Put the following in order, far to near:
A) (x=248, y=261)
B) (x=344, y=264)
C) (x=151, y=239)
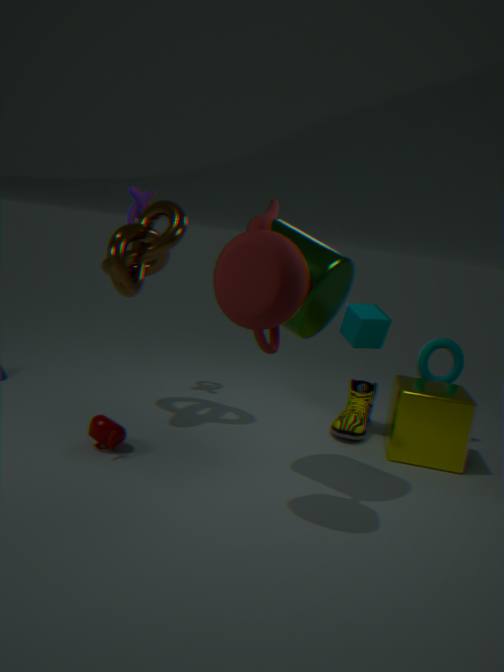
(x=151, y=239), (x=344, y=264), (x=248, y=261)
